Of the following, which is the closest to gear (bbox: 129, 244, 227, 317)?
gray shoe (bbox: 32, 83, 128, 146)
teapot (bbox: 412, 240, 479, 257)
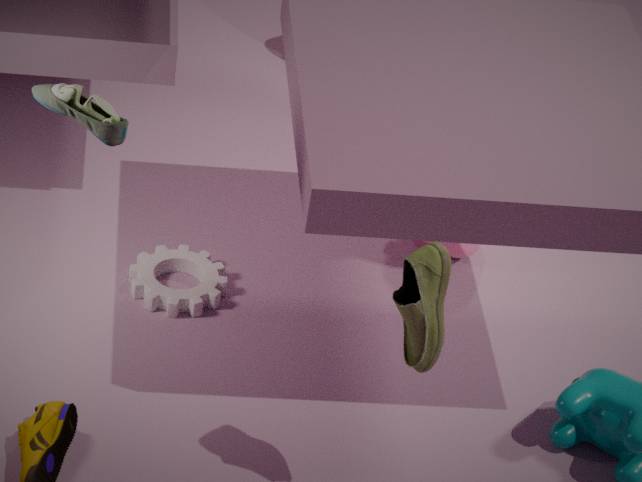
teapot (bbox: 412, 240, 479, 257)
